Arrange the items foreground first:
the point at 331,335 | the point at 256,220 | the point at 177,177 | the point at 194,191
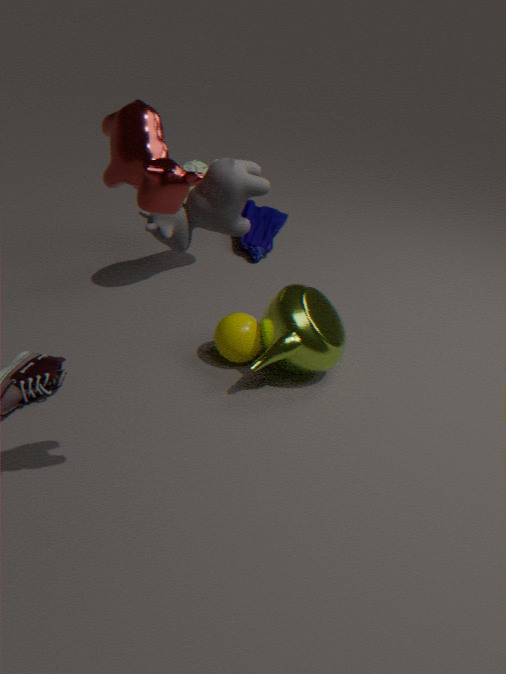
the point at 177,177 → the point at 194,191 → the point at 331,335 → the point at 256,220
